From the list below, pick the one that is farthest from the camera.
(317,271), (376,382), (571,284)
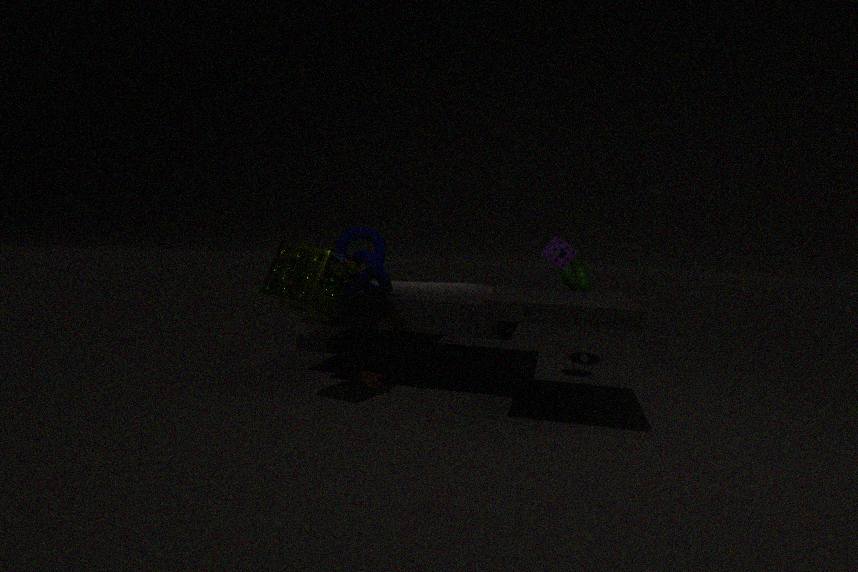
(571,284)
